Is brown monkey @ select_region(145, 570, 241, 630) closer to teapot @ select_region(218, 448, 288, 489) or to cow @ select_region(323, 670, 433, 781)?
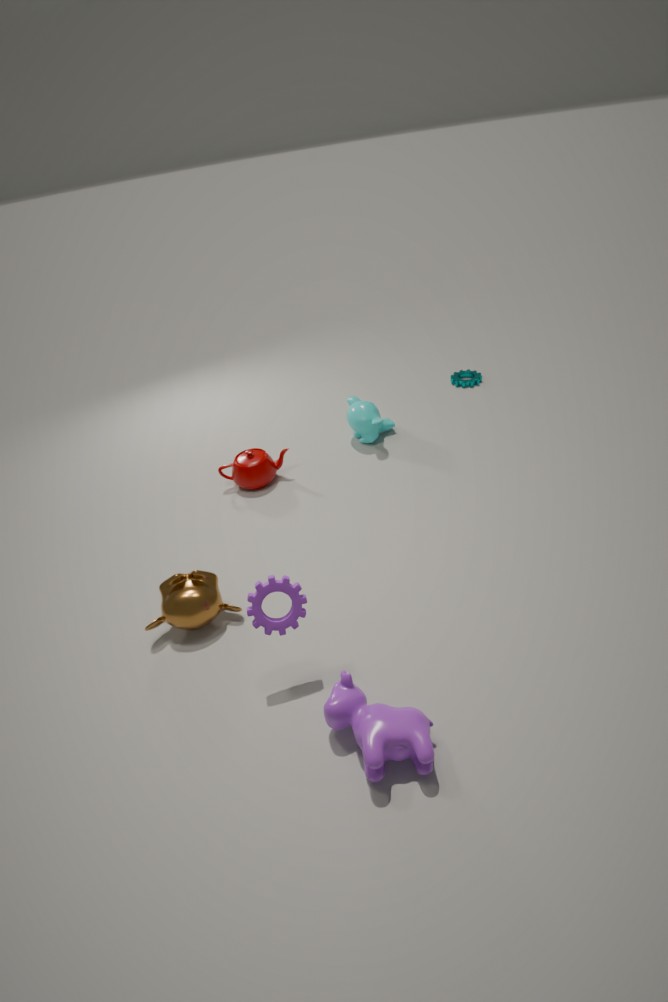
cow @ select_region(323, 670, 433, 781)
